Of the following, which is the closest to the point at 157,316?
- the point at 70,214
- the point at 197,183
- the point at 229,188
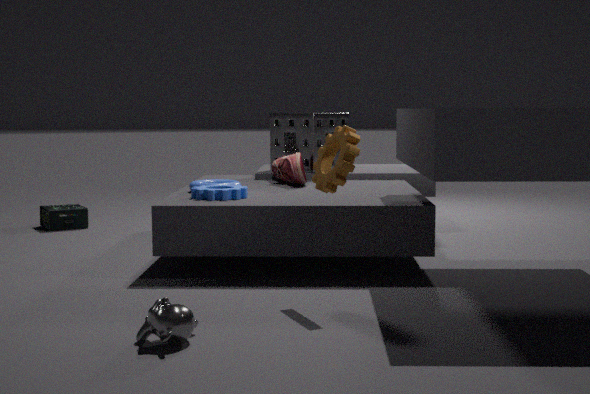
the point at 229,188
